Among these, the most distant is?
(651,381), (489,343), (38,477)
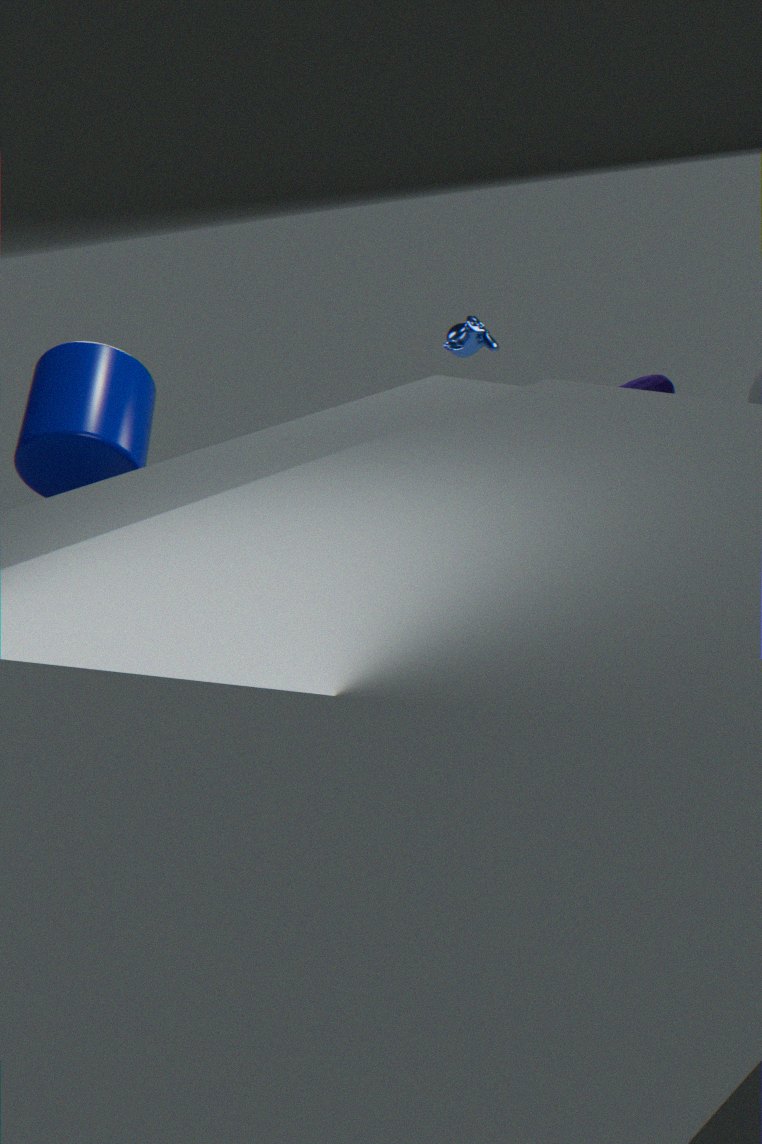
(489,343)
